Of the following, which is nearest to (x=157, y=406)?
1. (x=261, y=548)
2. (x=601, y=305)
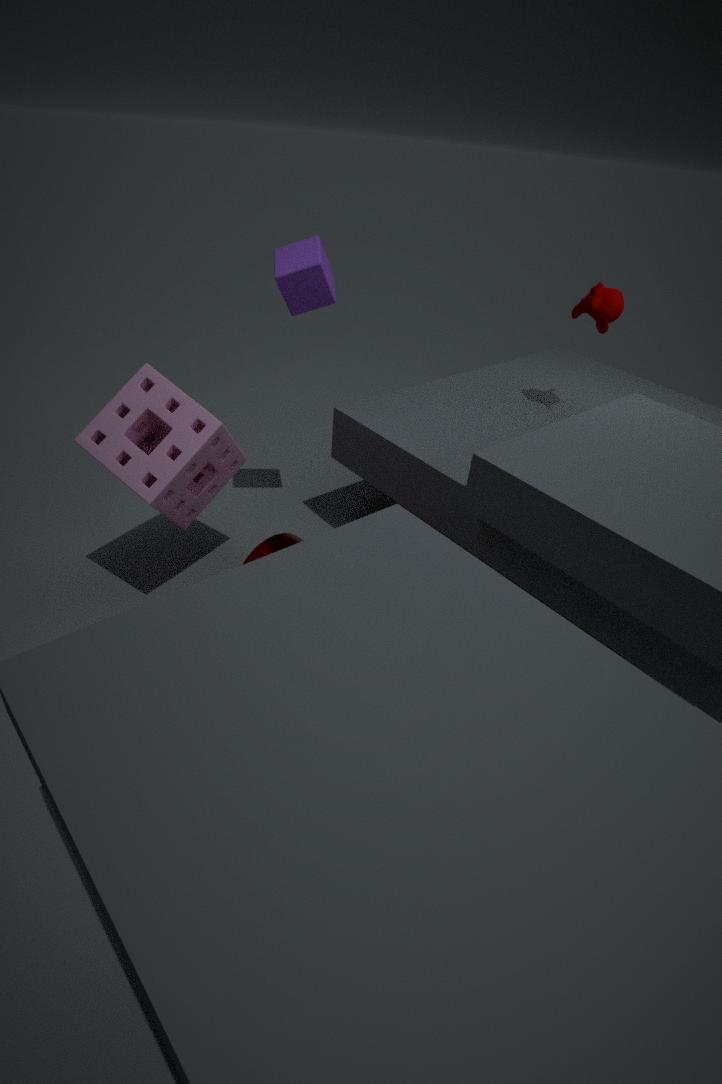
(x=261, y=548)
